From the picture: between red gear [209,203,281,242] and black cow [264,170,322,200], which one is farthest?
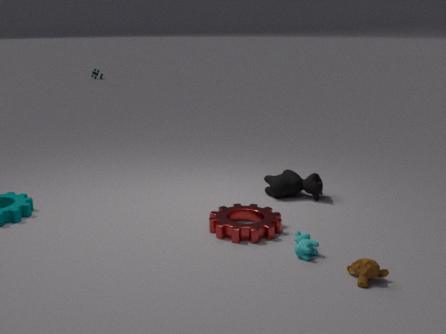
black cow [264,170,322,200]
